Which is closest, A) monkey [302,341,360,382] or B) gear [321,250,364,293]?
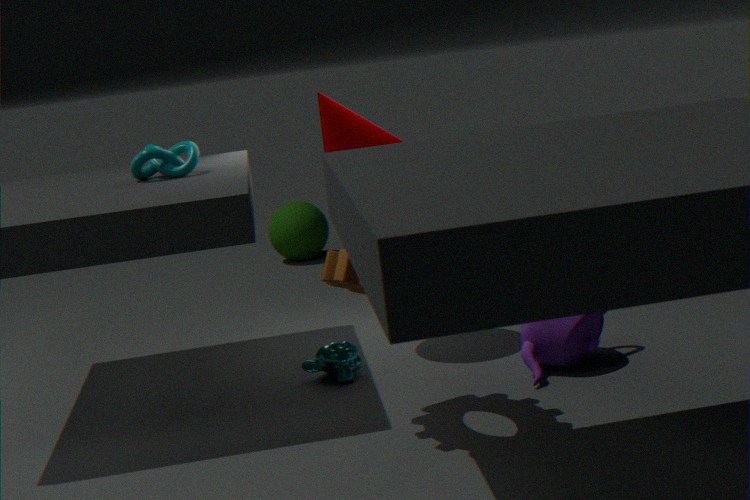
B. gear [321,250,364,293]
